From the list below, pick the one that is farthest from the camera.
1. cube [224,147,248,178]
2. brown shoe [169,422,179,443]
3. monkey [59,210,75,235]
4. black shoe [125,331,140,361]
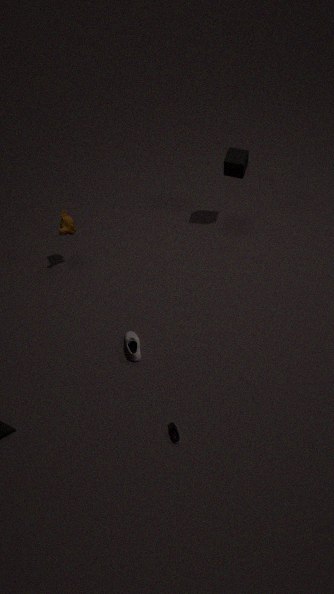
monkey [59,210,75,235]
